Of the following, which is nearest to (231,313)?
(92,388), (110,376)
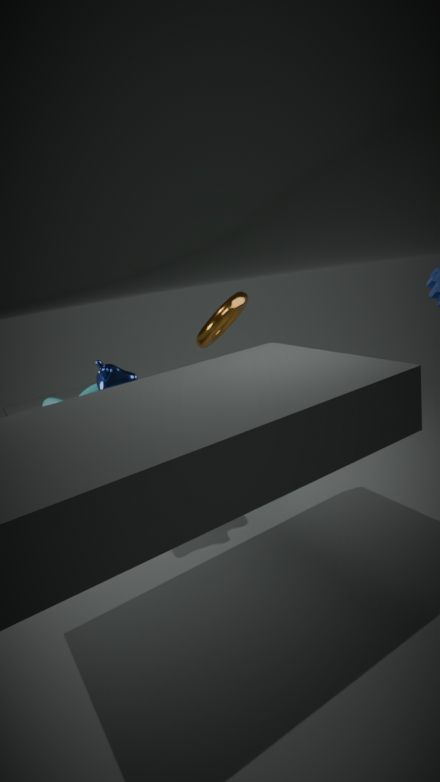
(92,388)
